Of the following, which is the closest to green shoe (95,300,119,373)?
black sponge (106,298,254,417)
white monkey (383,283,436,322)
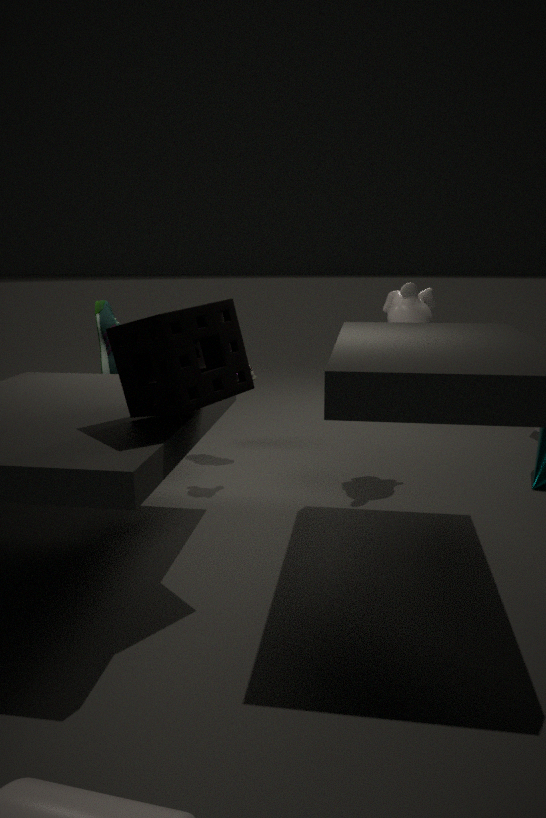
black sponge (106,298,254,417)
